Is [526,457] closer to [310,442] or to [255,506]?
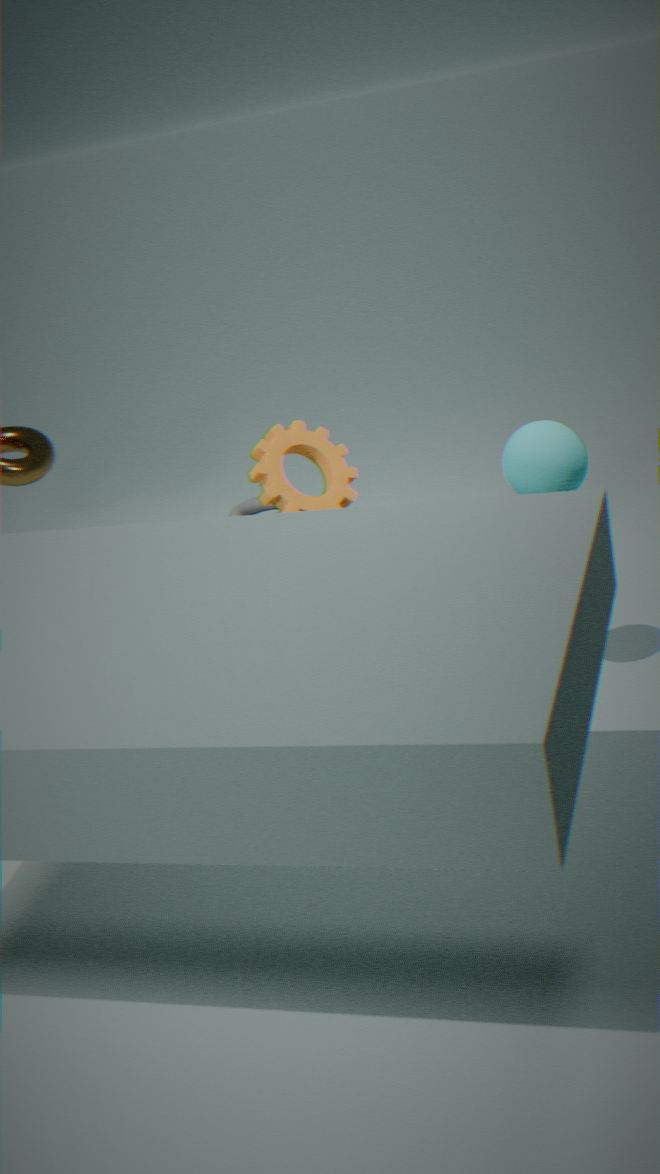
[310,442]
